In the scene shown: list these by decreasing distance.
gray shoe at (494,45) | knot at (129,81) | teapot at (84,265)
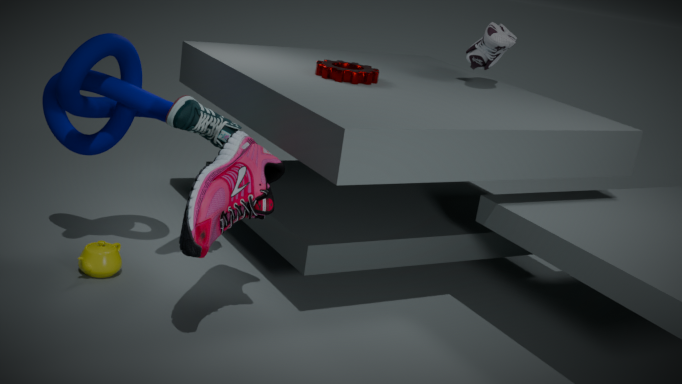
gray shoe at (494,45) → teapot at (84,265) → knot at (129,81)
